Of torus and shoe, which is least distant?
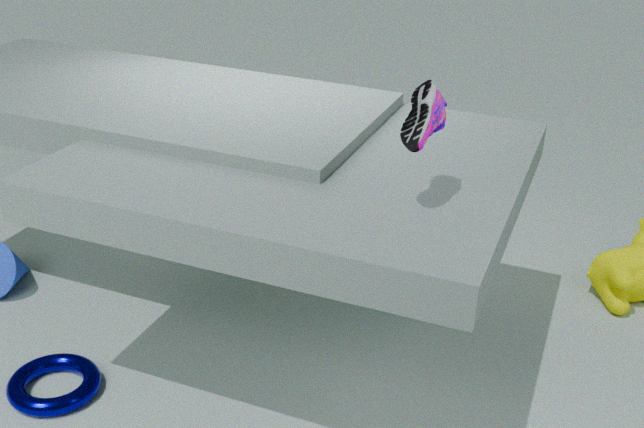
shoe
